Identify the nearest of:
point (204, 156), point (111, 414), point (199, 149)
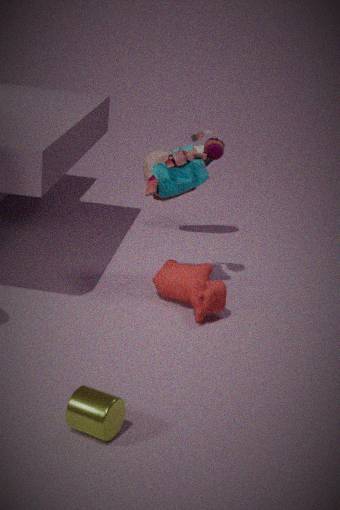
point (111, 414)
